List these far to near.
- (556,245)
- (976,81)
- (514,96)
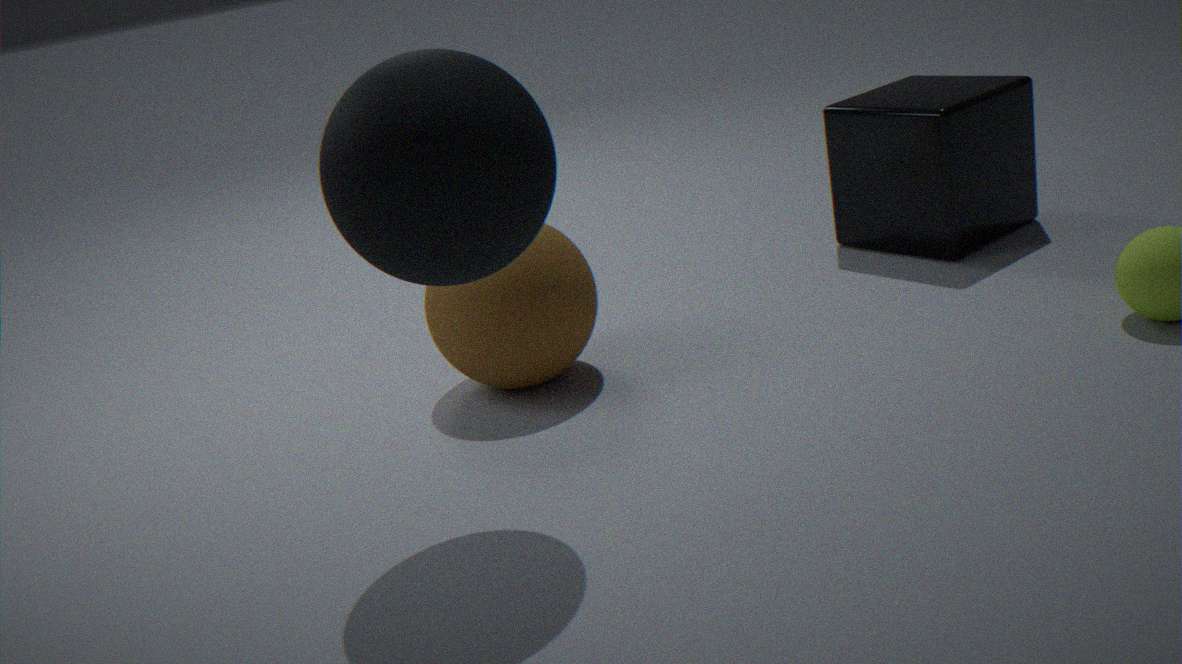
(976,81)
(556,245)
(514,96)
